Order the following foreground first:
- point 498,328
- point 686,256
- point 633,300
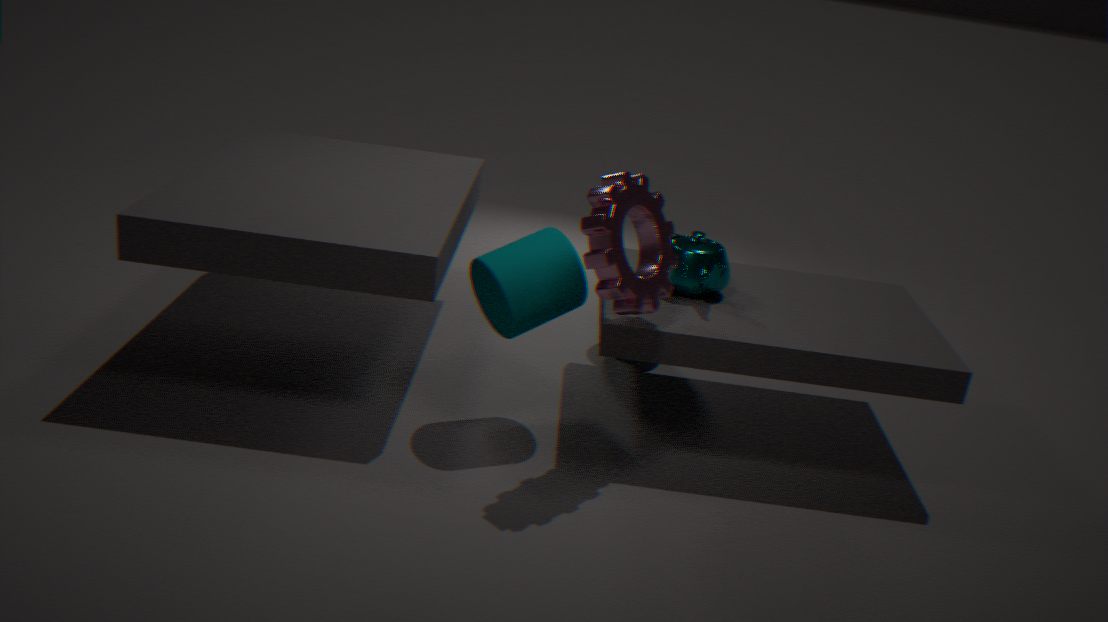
point 633,300 < point 498,328 < point 686,256
